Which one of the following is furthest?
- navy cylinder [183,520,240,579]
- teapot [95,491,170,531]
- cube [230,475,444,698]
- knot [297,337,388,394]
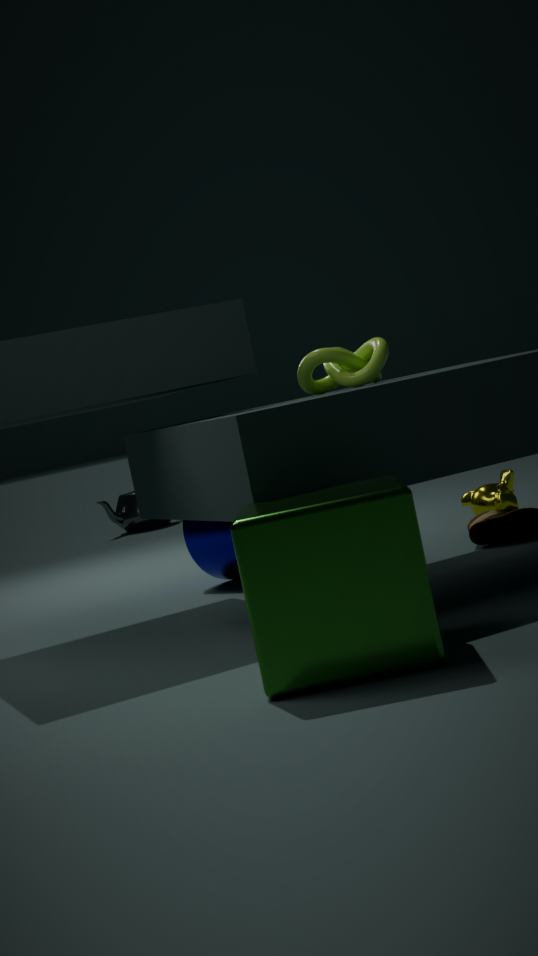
teapot [95,491,170,531]
